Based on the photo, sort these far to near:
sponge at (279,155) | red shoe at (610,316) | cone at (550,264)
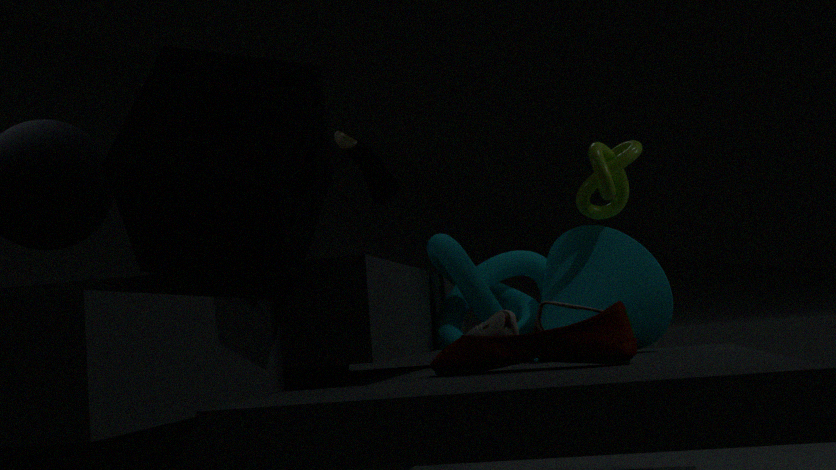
1. cone at (550,264)
2. red shoe at (610,316)
3. sponge at (279,155)
